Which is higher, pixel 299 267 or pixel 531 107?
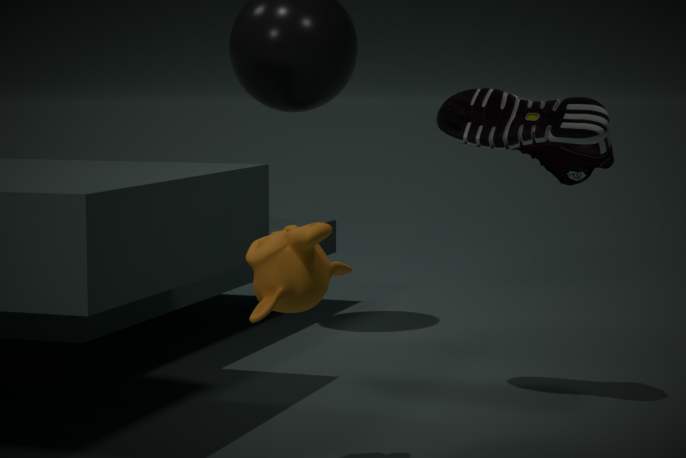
pixel 531 107
